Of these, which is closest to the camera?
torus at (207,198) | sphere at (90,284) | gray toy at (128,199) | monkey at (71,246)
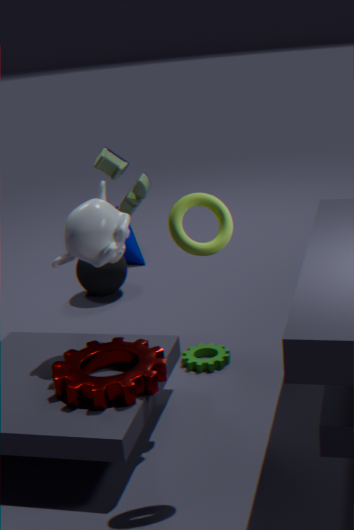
torus at (207,198)
